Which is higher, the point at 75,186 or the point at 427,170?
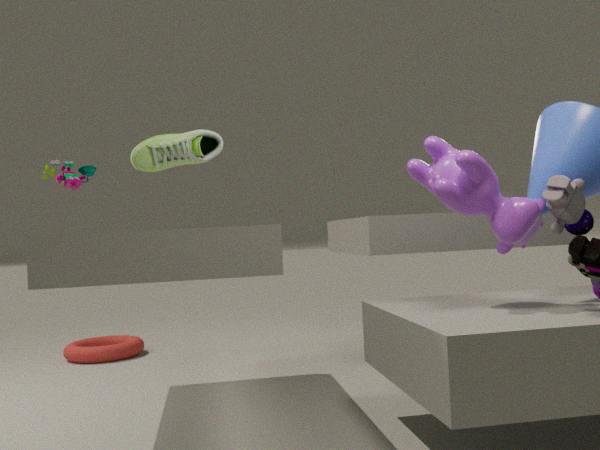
the point at 75,186
